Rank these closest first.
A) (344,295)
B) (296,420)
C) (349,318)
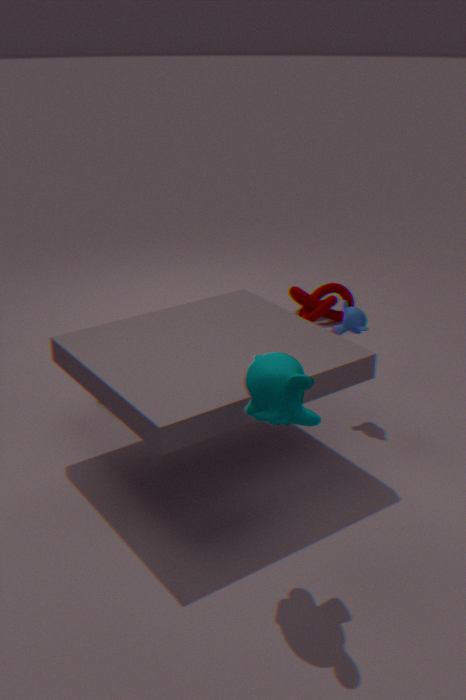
(296,420) → (349,318) → (344,295)
